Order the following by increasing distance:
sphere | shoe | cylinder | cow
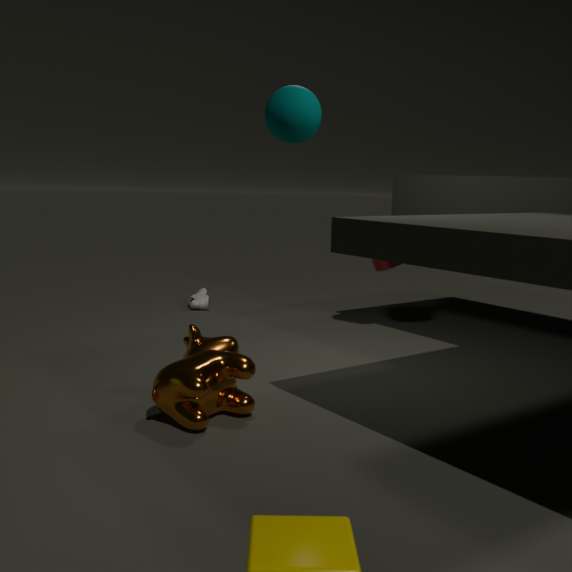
cow, sphere, cylinder, shoe
